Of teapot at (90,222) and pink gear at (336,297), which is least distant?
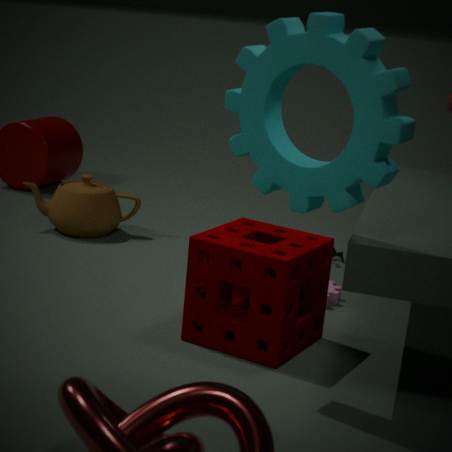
pink gear at (336,297)
